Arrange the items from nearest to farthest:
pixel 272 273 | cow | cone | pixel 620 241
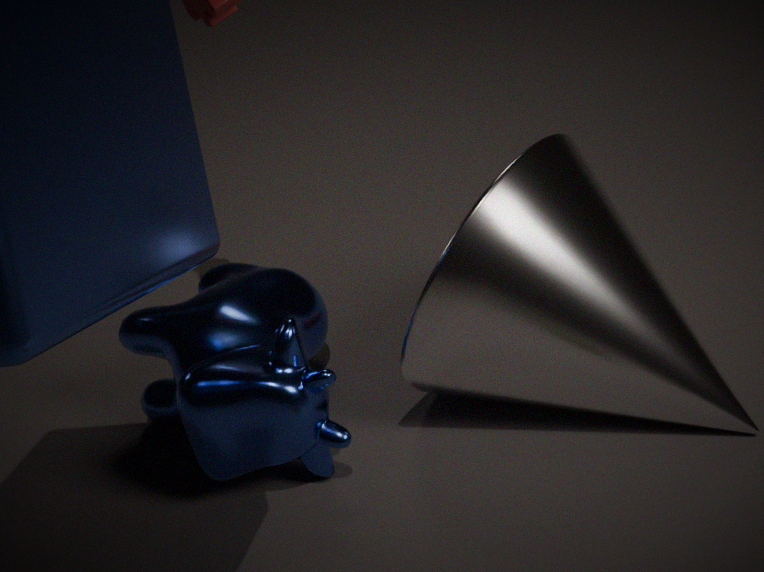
cone < cow < pixel 620 241 < pixel 272 273
